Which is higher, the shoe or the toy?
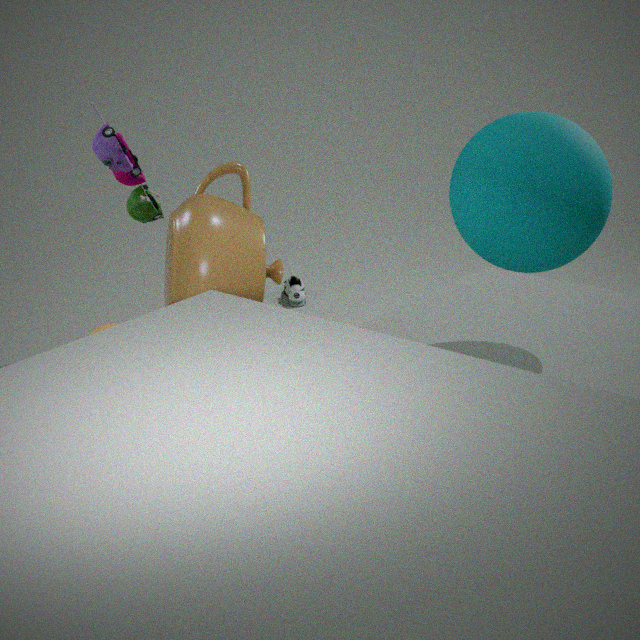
the toy
